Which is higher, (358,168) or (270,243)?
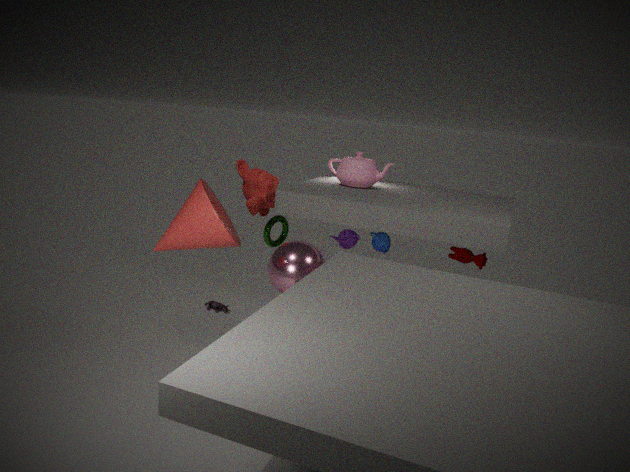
(358,168)
